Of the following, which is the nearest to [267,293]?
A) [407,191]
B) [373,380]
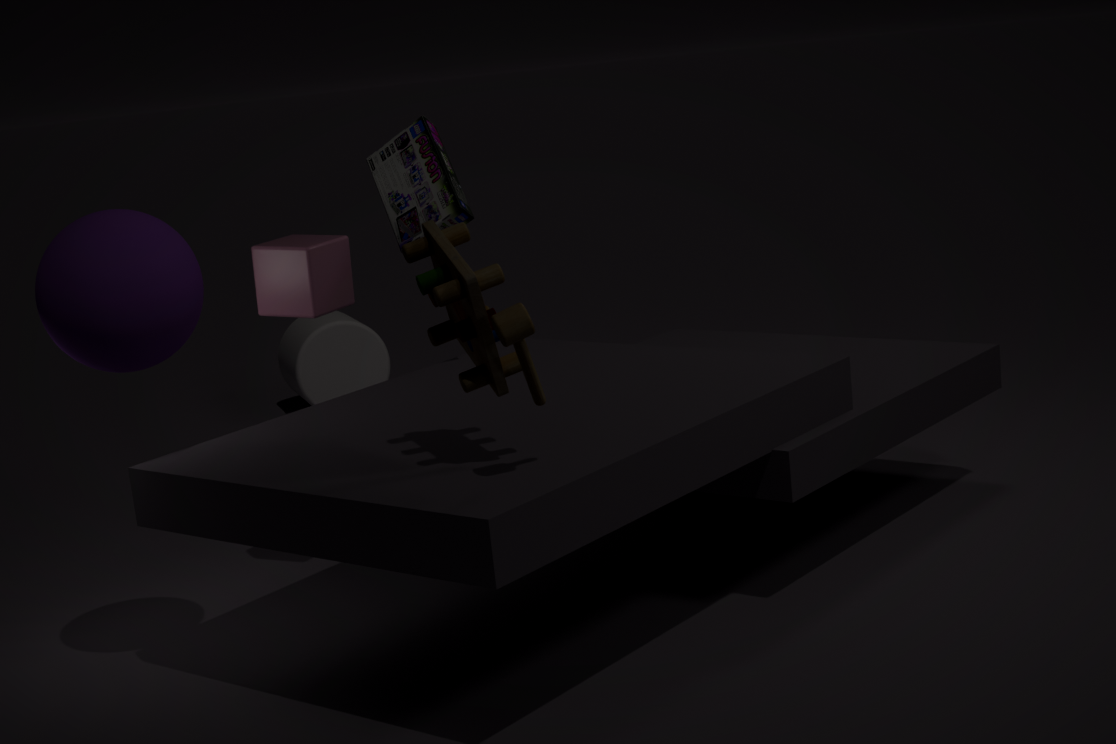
[407,191]
